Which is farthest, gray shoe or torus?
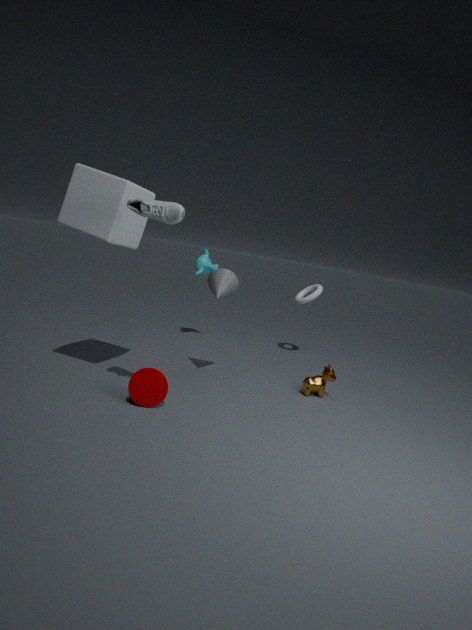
torus
